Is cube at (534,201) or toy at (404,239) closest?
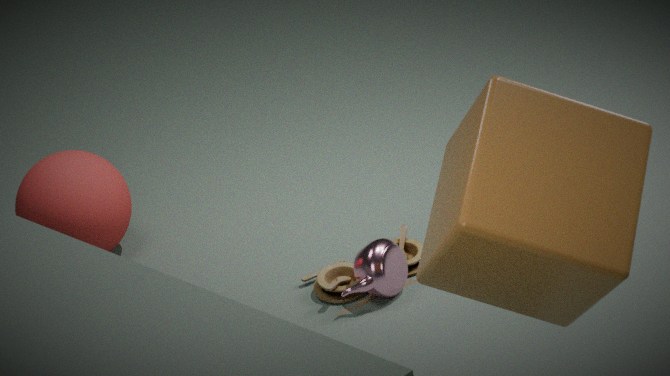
cube at (534,201)
